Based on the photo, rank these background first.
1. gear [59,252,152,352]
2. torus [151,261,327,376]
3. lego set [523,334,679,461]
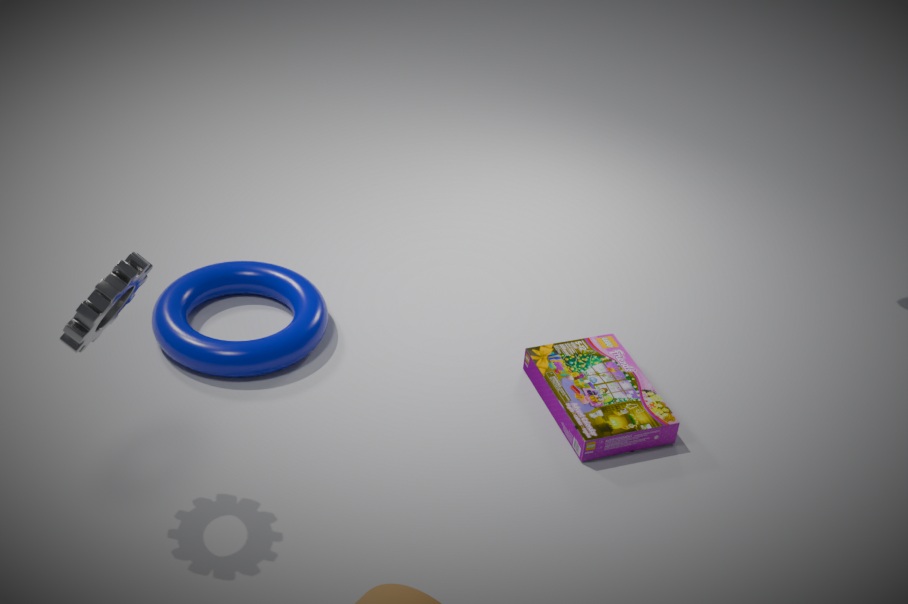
torus [151,261,327,376] → lego set [523,334,679,461] → gear [59,252,152,352]
